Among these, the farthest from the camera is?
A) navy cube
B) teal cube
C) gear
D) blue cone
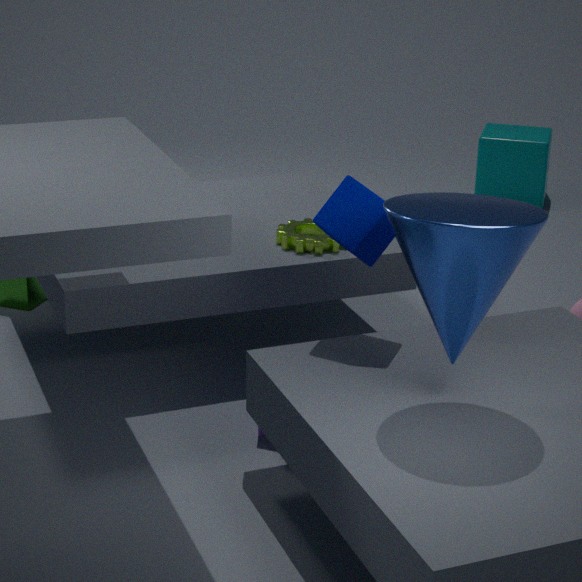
teal cube
